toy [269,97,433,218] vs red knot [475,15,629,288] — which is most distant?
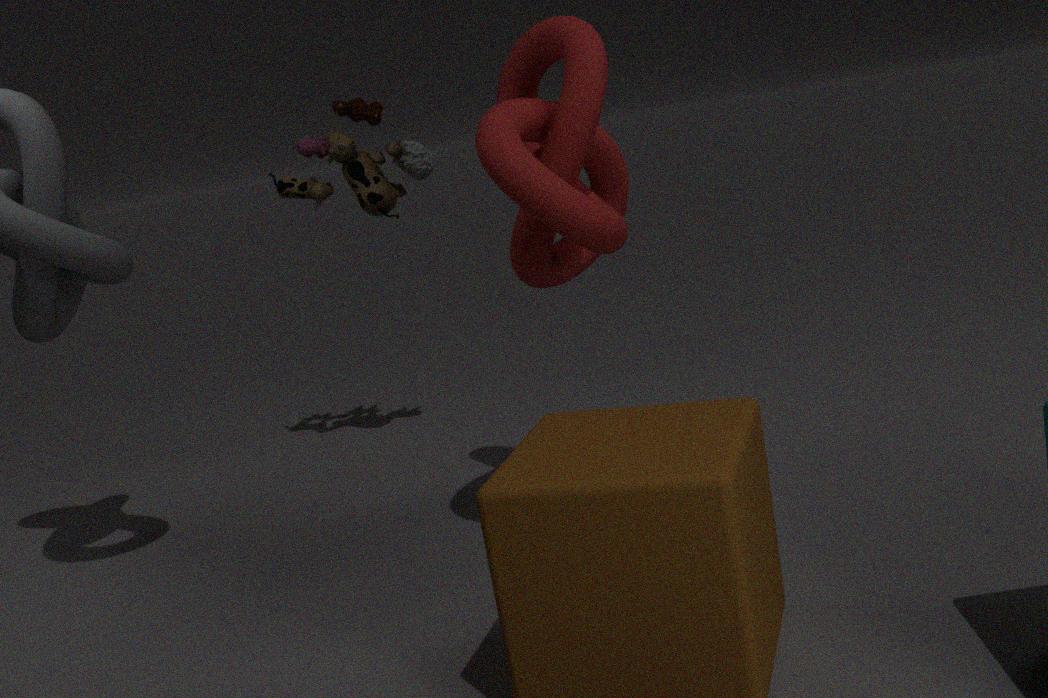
toy [269,97,433,218]
